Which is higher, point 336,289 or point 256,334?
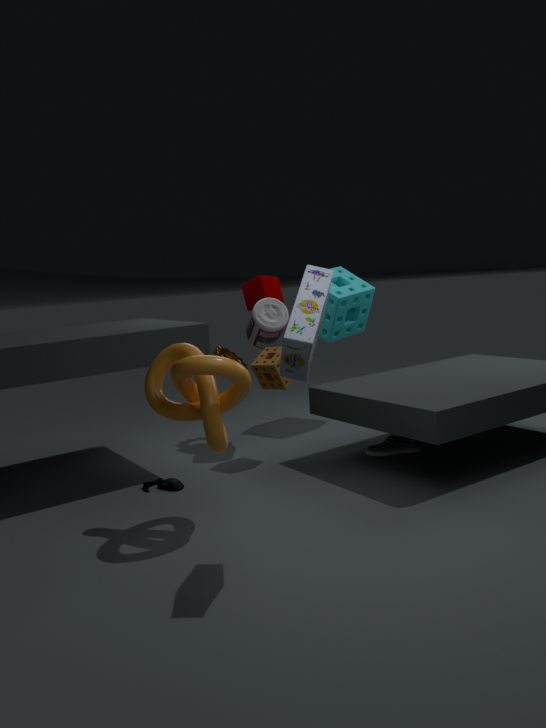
point 336,289
